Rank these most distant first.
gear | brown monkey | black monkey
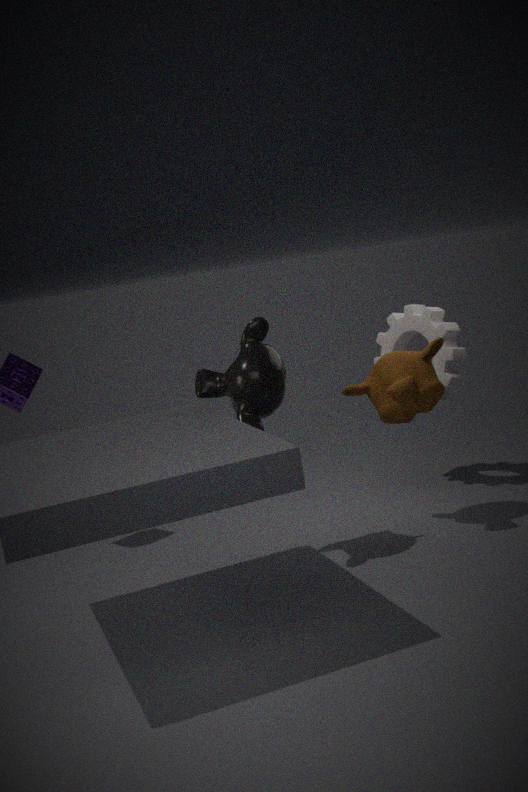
gear < brown monkey < black monkey
